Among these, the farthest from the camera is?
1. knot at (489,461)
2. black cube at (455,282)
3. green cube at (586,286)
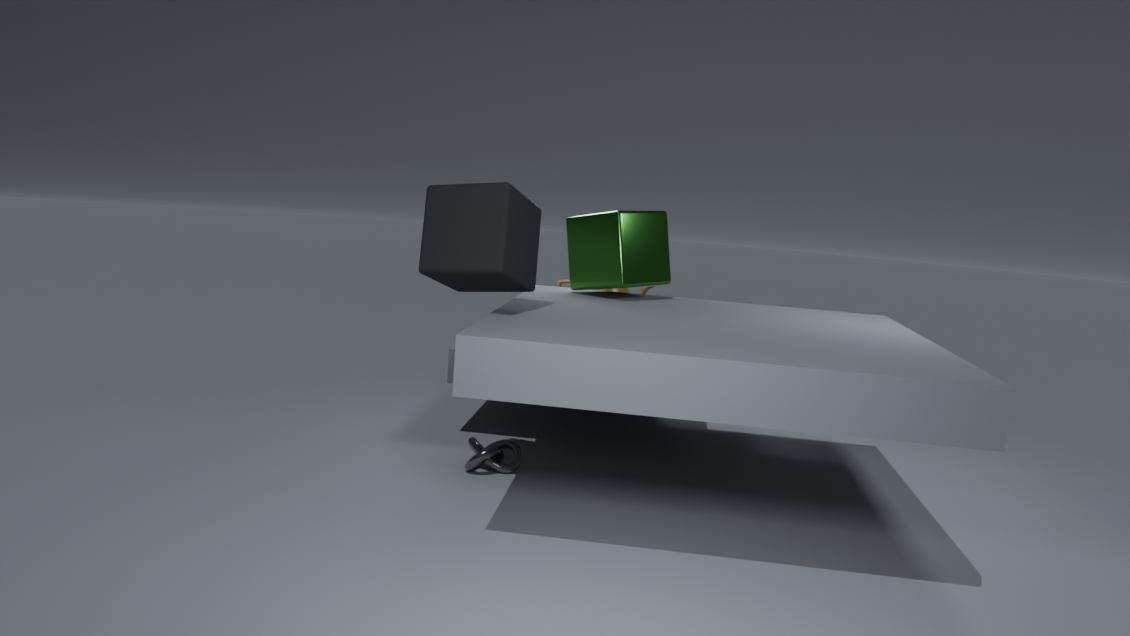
green cube at (586,286)
